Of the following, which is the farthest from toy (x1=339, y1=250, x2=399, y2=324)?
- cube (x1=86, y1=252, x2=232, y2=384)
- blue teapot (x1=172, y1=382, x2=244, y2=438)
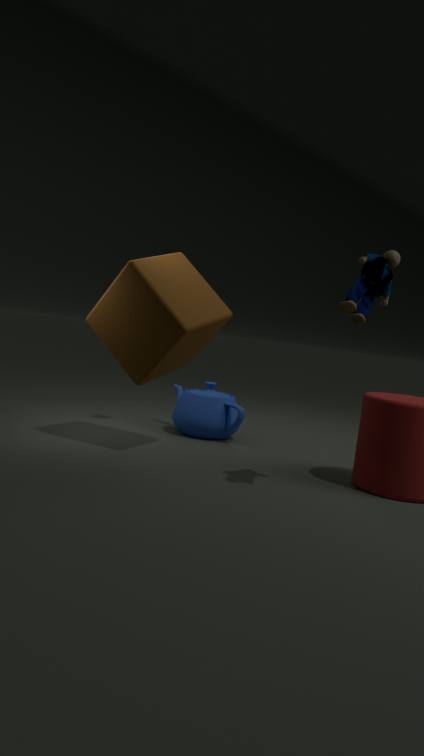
blue teapot (x1=172, y1=382, x2=244, y2=438)
